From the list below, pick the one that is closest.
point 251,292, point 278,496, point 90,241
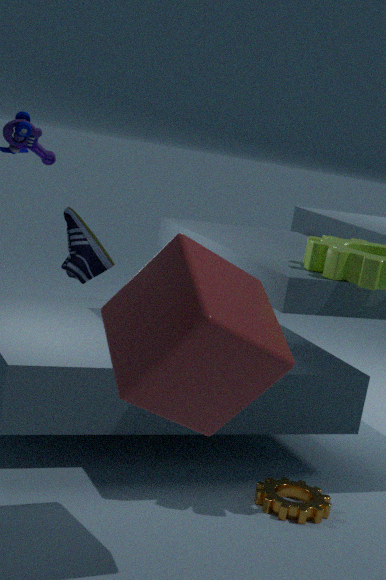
point 90,241
